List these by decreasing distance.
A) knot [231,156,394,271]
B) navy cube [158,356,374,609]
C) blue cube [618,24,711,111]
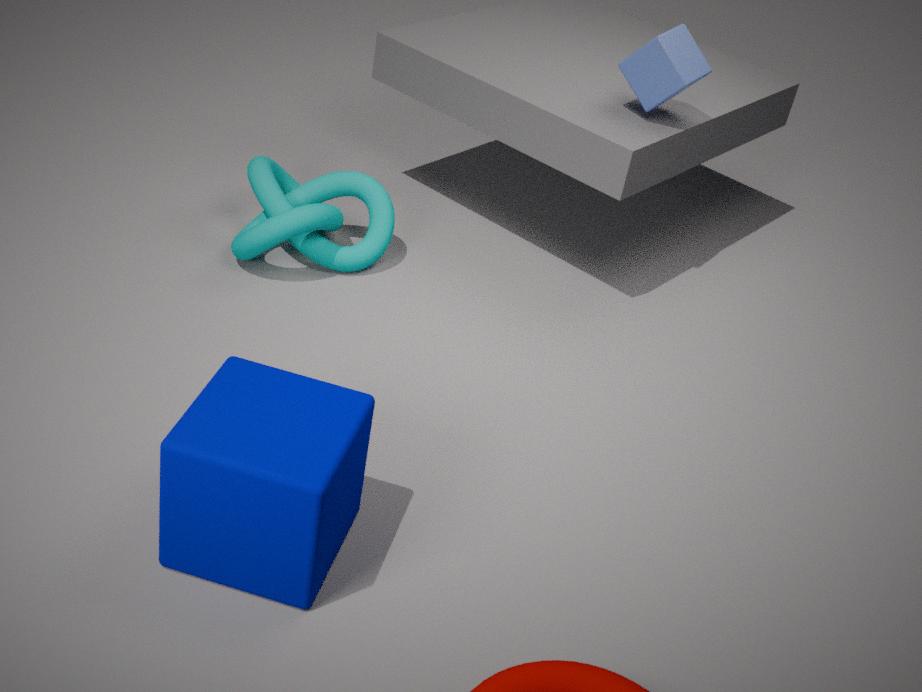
blue cube [618,24,711,111], knot [231,156,394,271], navy cube [158,356,374,609]
